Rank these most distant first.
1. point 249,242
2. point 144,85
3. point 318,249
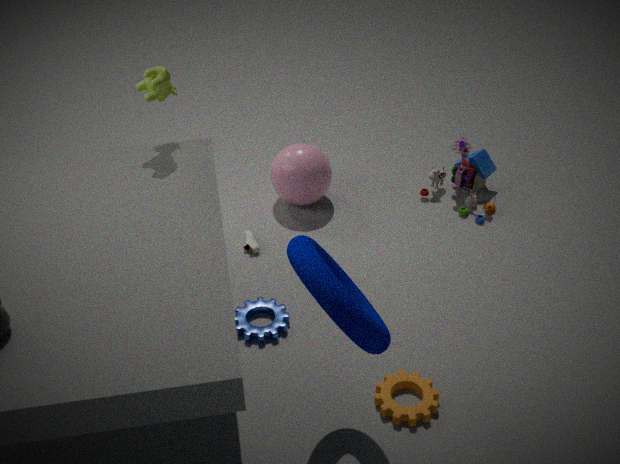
point 249,242 < point 144,85 < point 318,249
